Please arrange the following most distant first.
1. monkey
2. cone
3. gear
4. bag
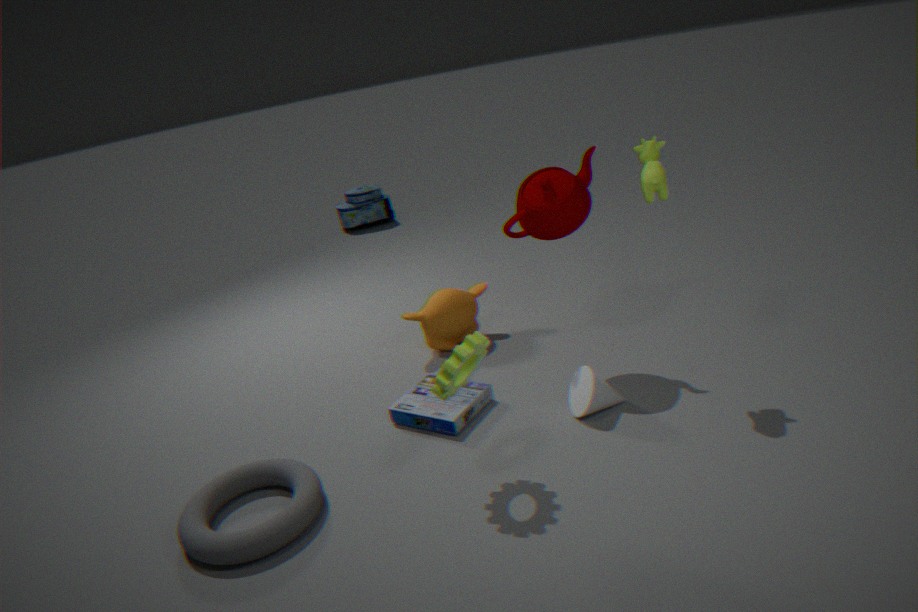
bag < monkey < cone < gear
